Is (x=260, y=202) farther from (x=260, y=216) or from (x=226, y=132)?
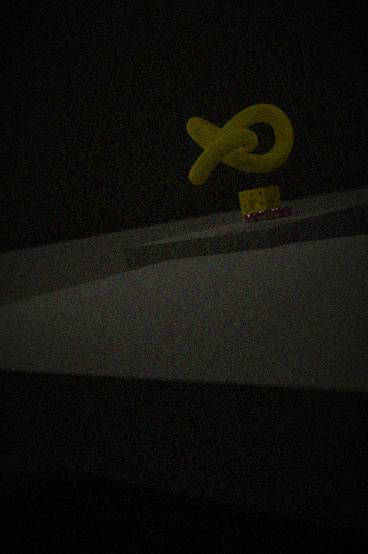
(x=226, y=132)
